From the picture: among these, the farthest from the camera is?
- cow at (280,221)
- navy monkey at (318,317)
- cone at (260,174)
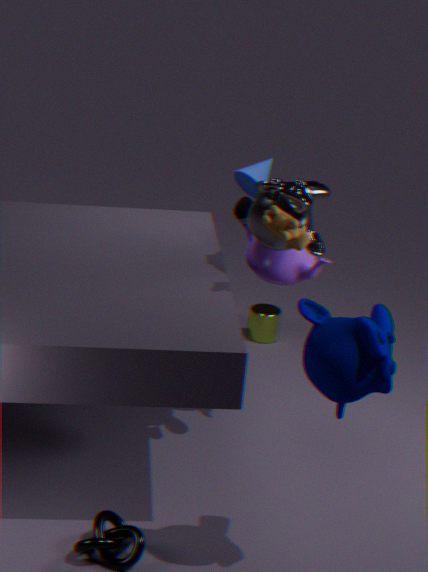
cone at (260,174)
